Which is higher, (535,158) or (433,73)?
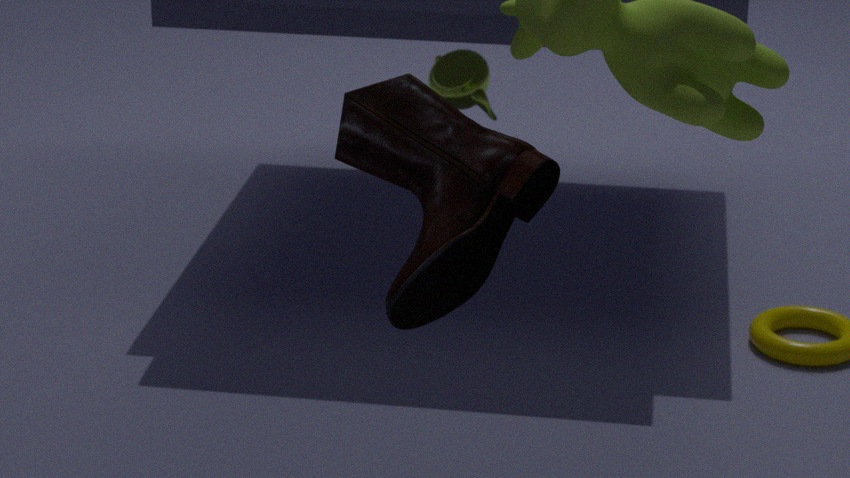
(535,158)
